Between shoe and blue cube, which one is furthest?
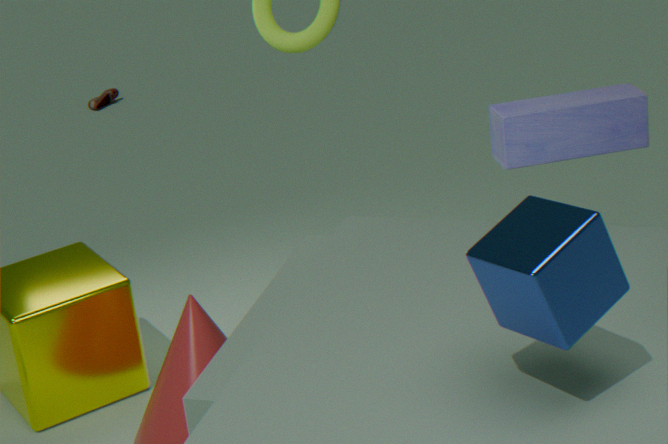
shoe
